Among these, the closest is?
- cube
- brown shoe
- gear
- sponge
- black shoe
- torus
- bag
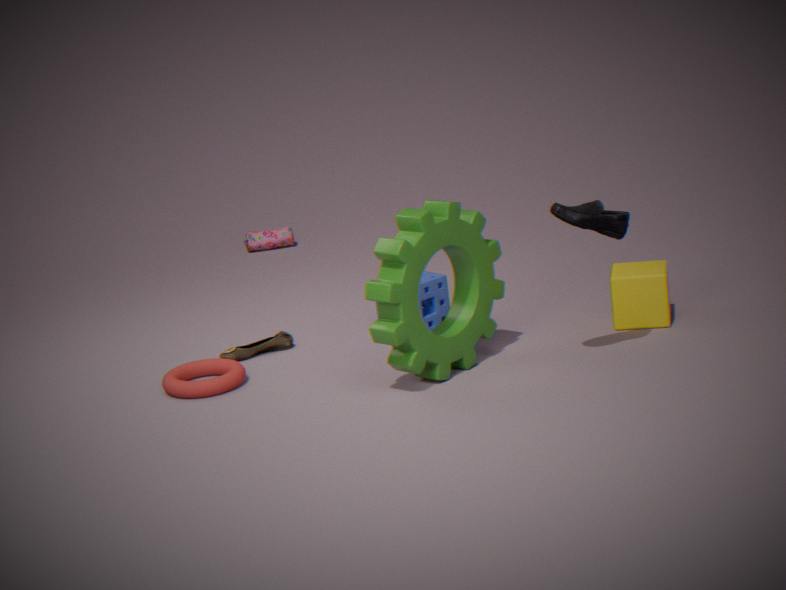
black shoe
